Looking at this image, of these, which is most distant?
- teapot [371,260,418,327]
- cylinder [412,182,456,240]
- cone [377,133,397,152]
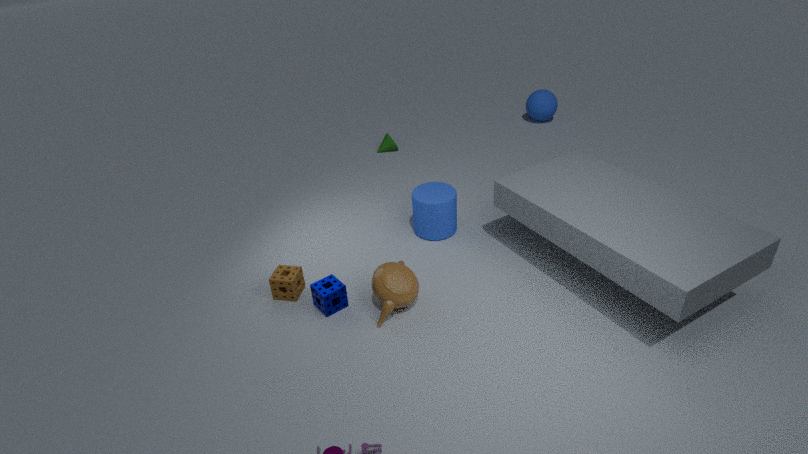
cone [377,133,397,152]
